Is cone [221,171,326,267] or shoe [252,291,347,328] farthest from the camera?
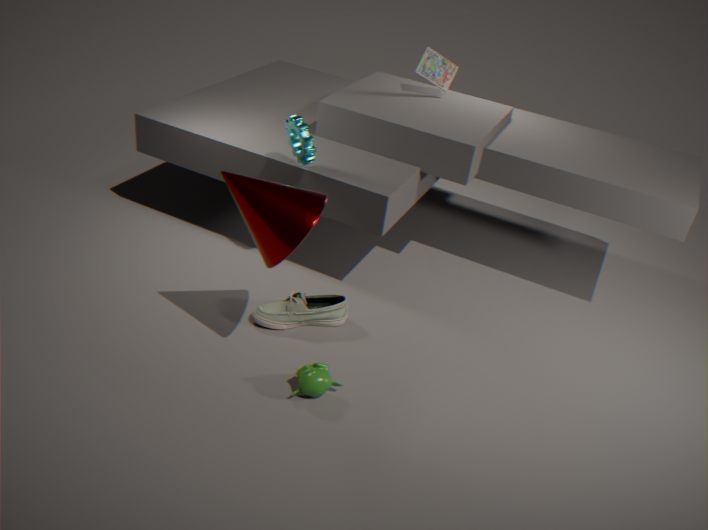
shoe [252,291,347,328]
